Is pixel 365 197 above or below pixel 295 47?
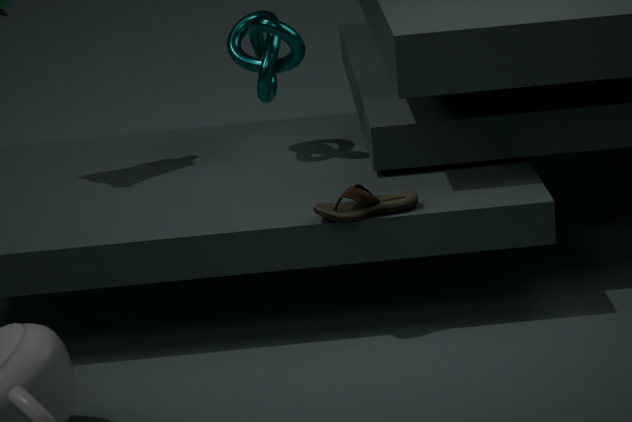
below
